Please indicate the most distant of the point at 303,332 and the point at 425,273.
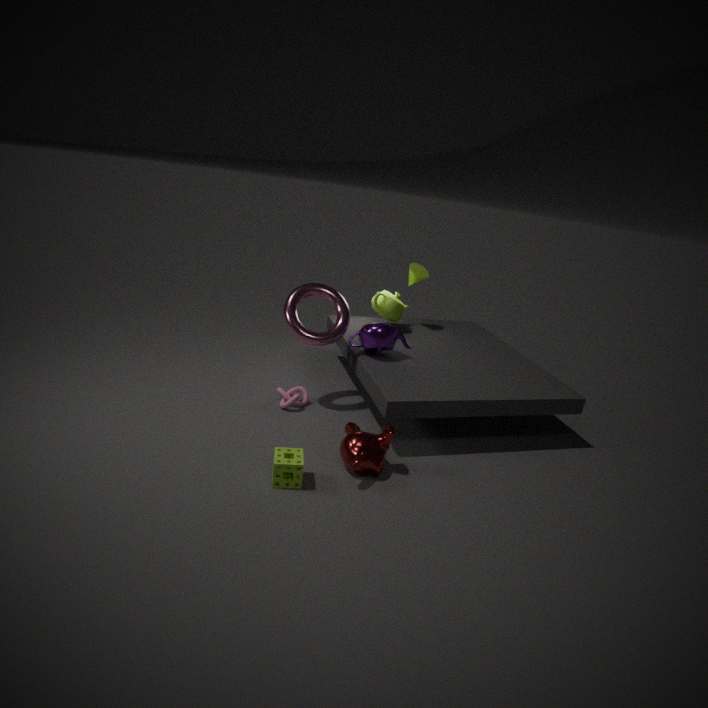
the point at 425,273
